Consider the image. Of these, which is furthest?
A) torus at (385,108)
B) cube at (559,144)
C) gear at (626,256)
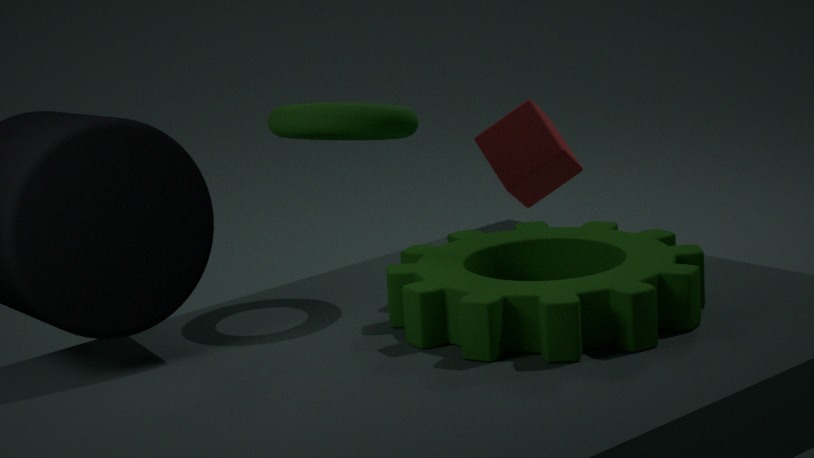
cube at (559,144)
